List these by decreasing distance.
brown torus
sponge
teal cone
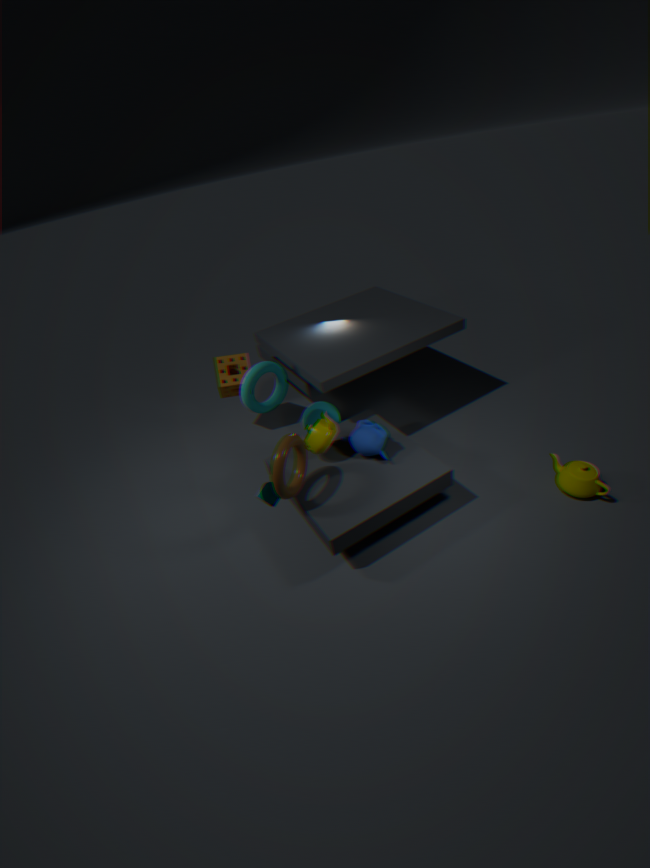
sponge → teal cone → brown torus
